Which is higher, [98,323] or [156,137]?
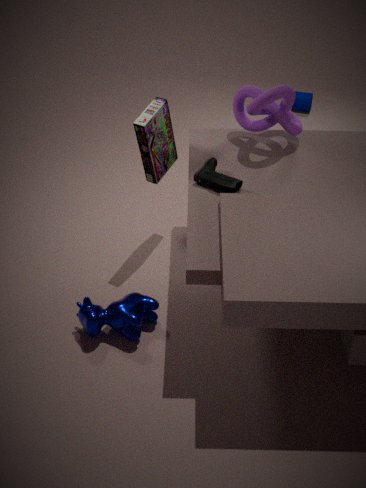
[156,137]
